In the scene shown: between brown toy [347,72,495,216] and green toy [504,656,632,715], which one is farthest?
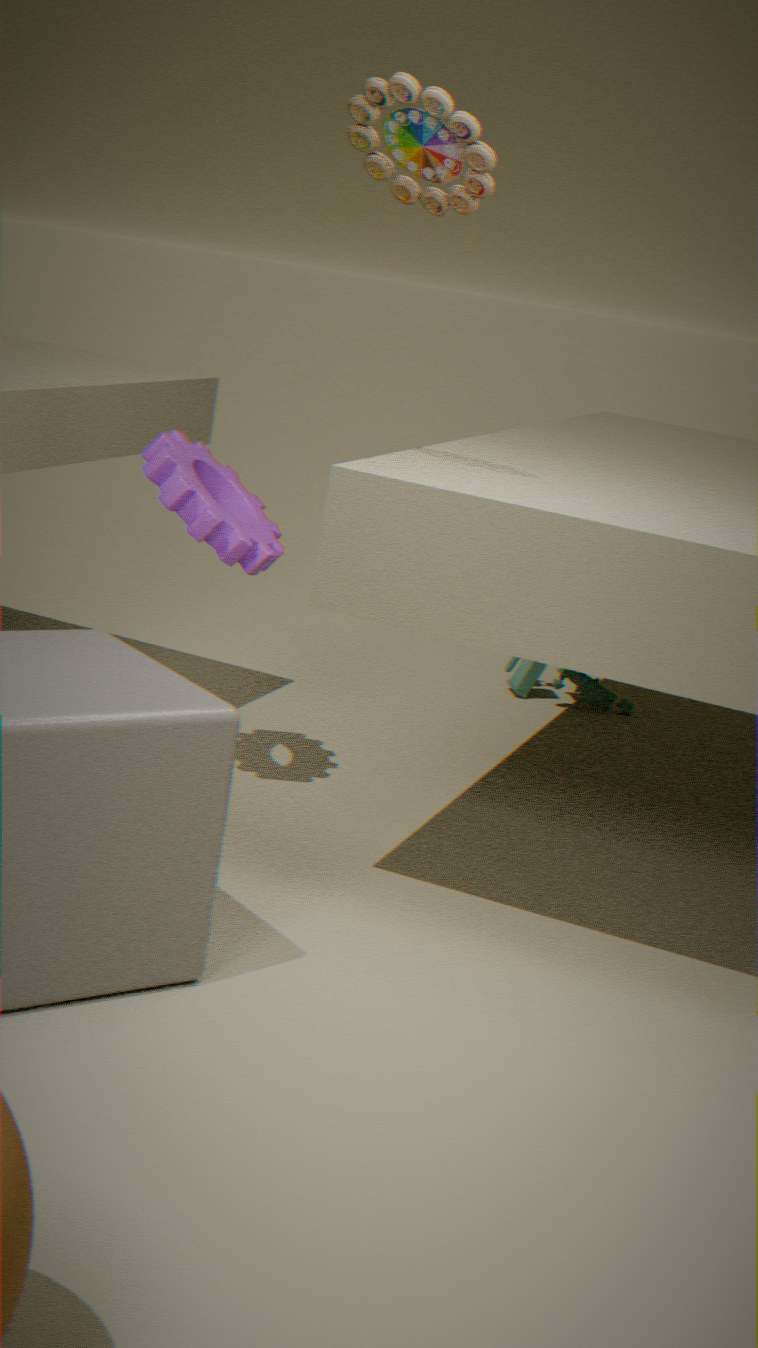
green toy [504,656,632,715]
